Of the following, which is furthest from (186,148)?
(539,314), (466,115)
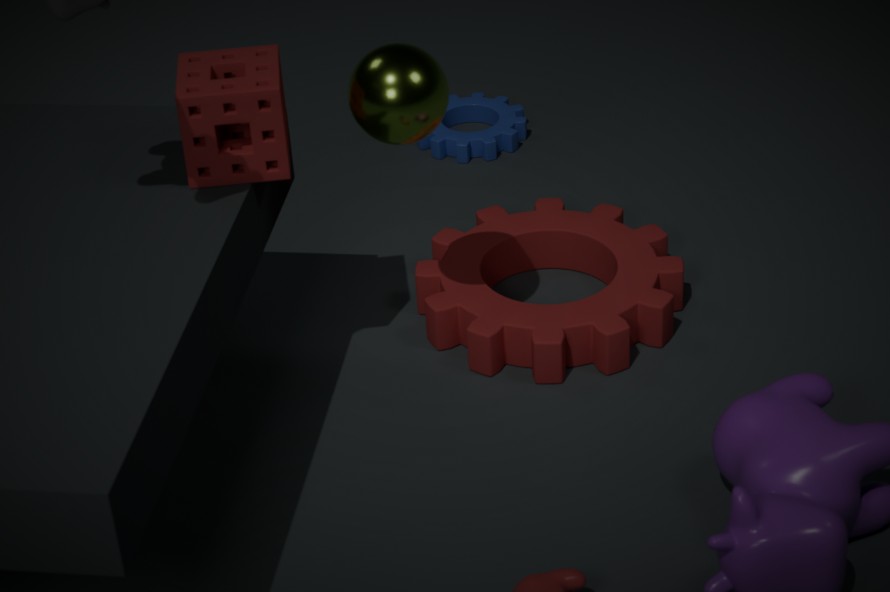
(466,115)
